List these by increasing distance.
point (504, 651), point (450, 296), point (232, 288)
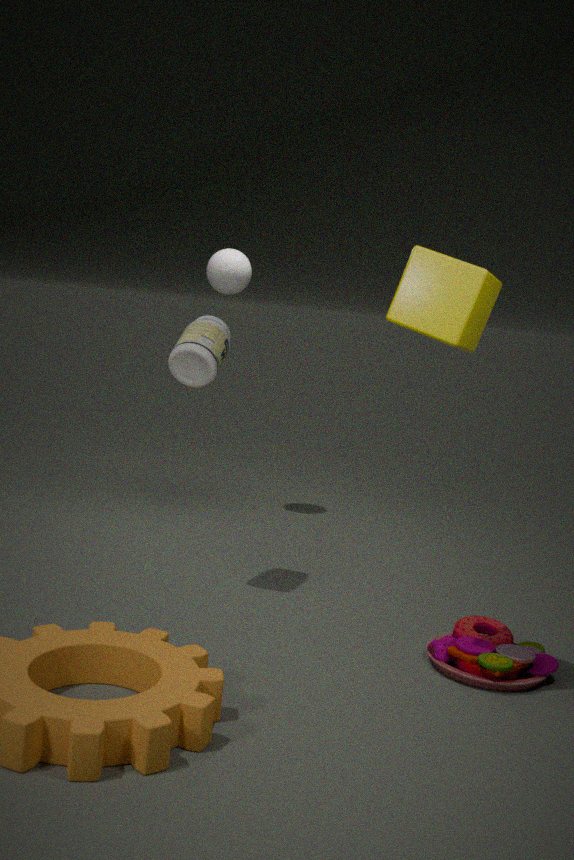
point (450, 296), point (504, 651), point (232, 288)
